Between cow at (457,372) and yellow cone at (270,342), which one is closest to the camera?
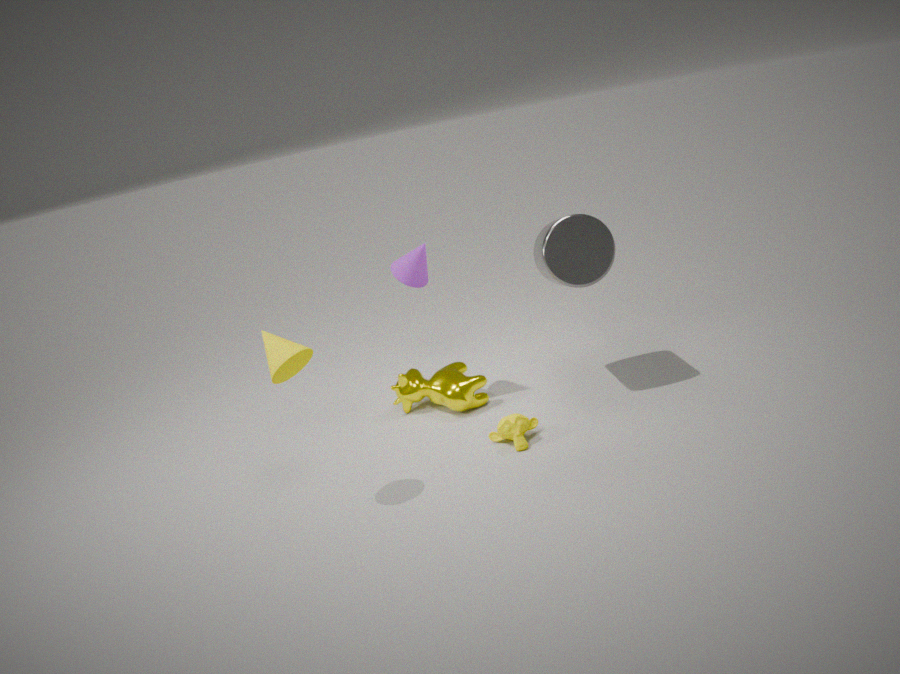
yellow cone at (270,342)
